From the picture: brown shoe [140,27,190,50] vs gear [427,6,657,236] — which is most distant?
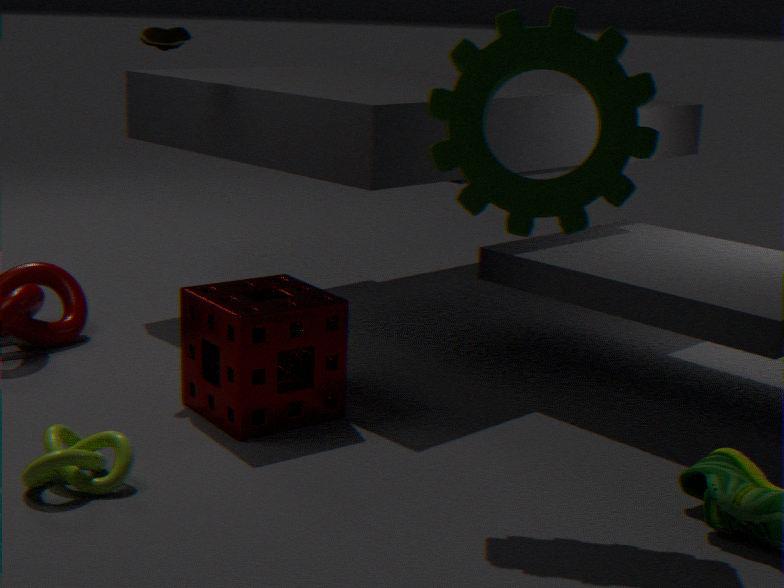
brown shoe [140,27,190,50]
